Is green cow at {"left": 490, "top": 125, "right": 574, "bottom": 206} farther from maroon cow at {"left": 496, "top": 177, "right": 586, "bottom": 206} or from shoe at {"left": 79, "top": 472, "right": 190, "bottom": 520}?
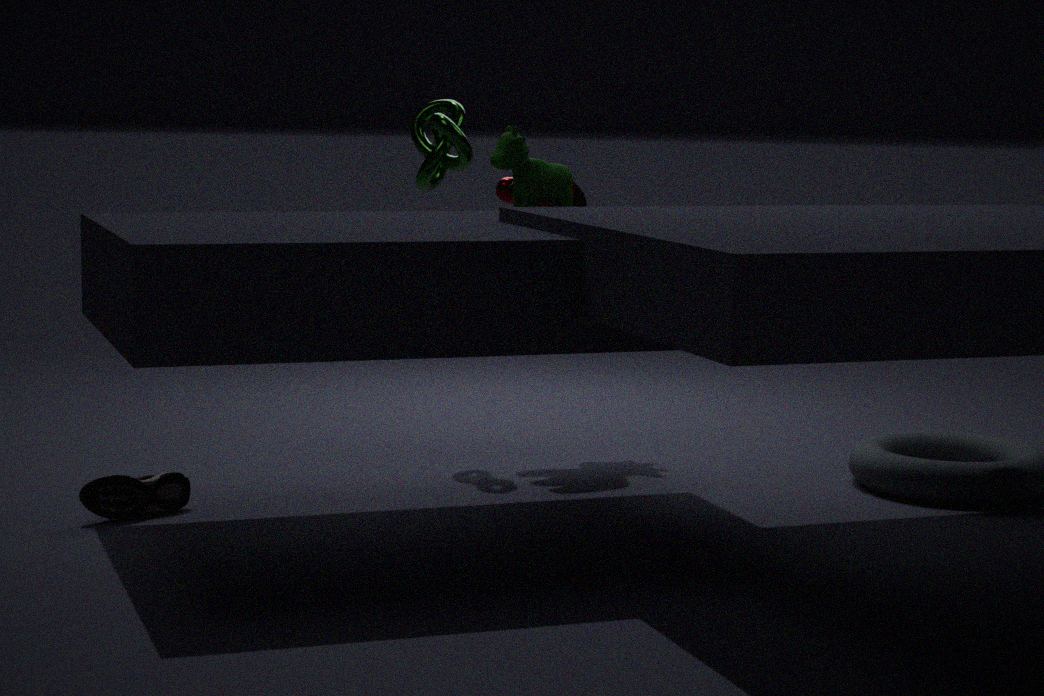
shoe at {"left": 79, "top": 472, "right": 190, "bottom": 520}
